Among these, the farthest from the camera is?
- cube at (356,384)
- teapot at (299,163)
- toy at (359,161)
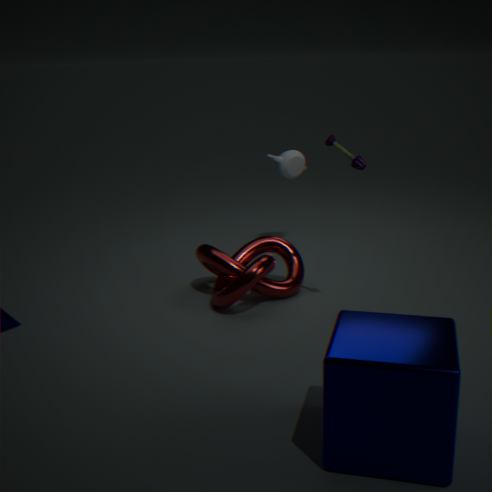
teapot at (299,163)
